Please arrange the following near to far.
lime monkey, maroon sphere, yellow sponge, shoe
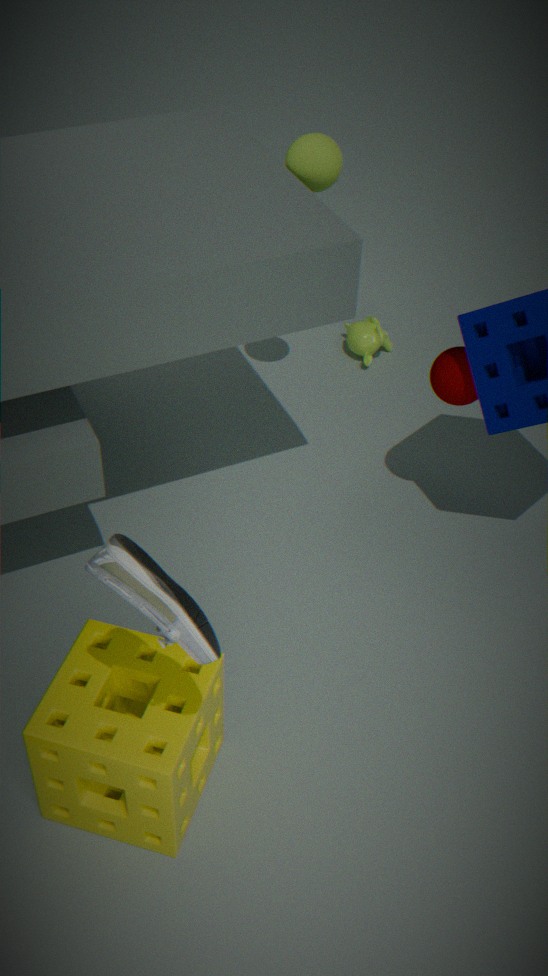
shoe, yellow sponge, maroon sphere, lime monkey
